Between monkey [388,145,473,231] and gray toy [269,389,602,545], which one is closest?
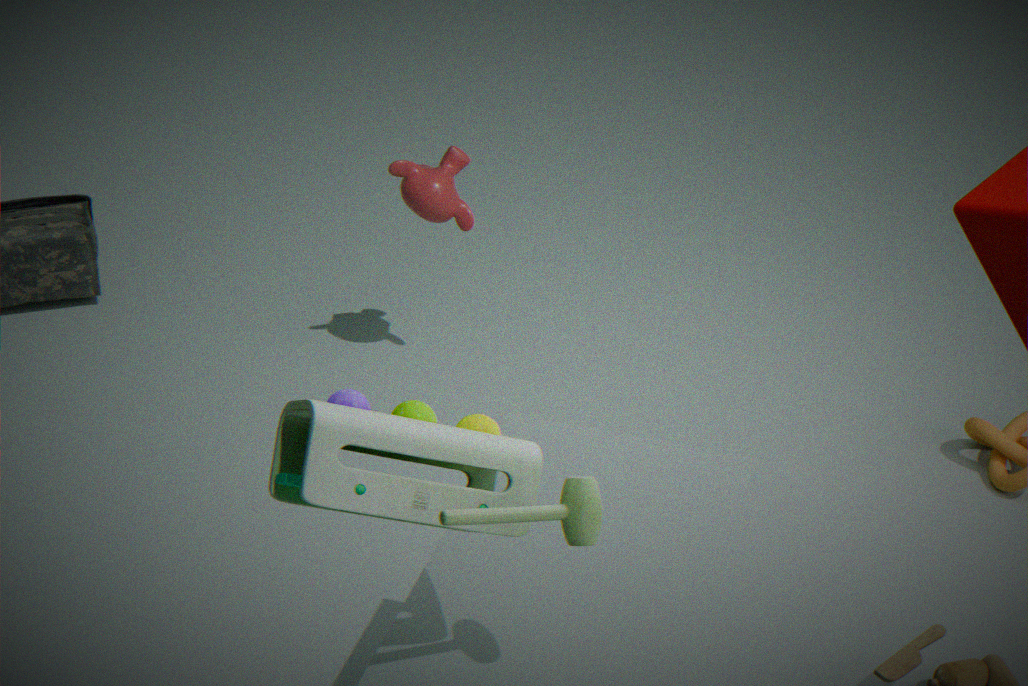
gray toy [269,389,602,545]
